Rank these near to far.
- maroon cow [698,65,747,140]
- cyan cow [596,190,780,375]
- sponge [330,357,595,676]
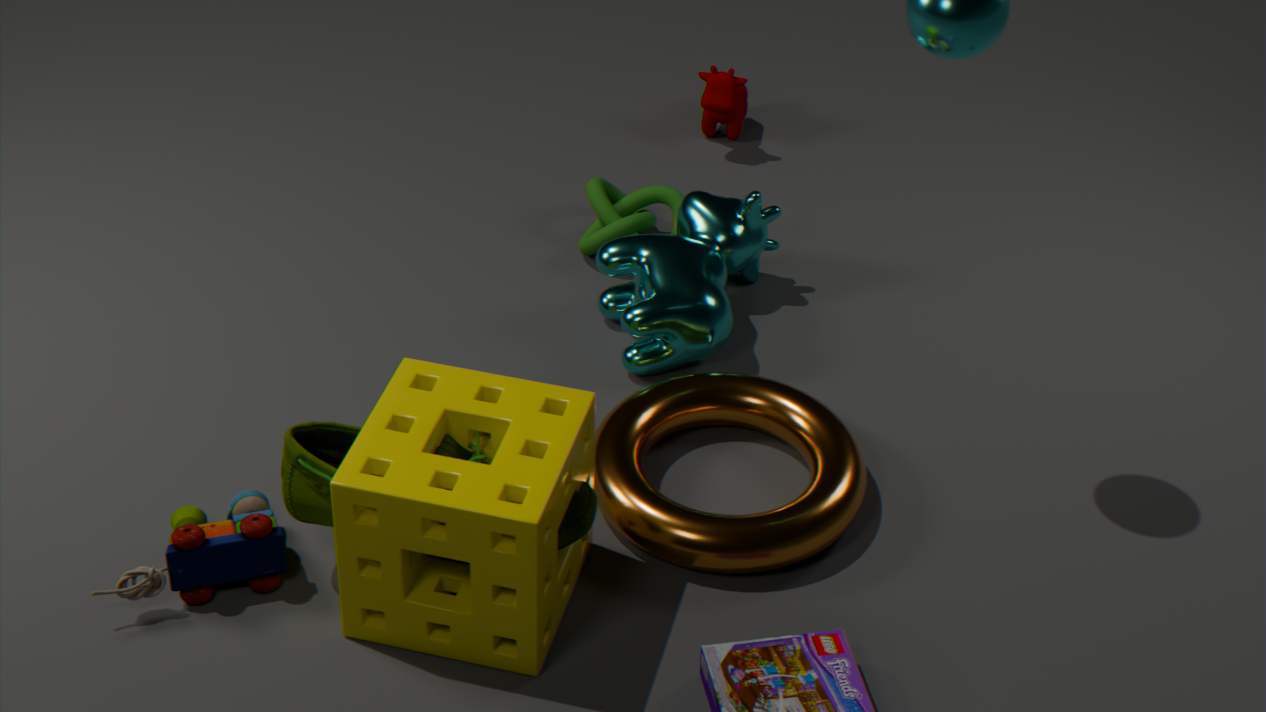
sponge [330,357,595,676]
cyan cow [596,190,780,375]
maroon cow [698,65,747,140]
